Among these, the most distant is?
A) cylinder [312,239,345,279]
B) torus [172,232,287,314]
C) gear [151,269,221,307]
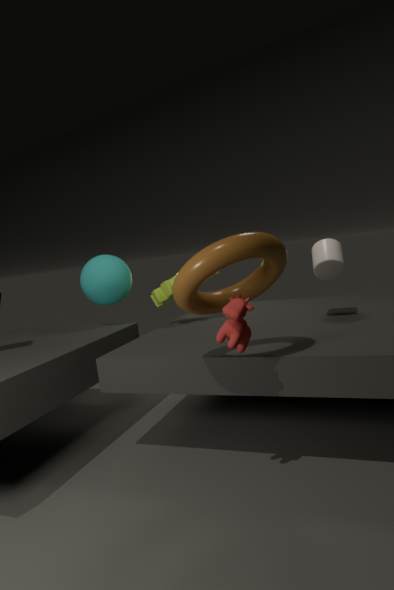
gear [151,269,221,307]
